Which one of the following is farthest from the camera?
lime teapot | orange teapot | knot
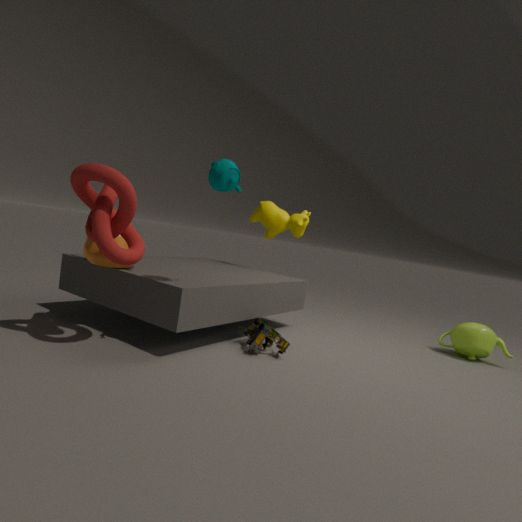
lime teapot
